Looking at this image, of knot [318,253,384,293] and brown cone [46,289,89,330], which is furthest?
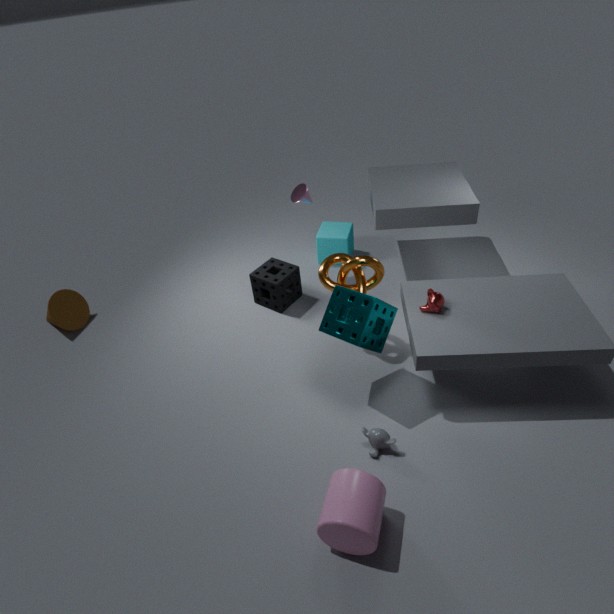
brown cone [46,289,89,330]
